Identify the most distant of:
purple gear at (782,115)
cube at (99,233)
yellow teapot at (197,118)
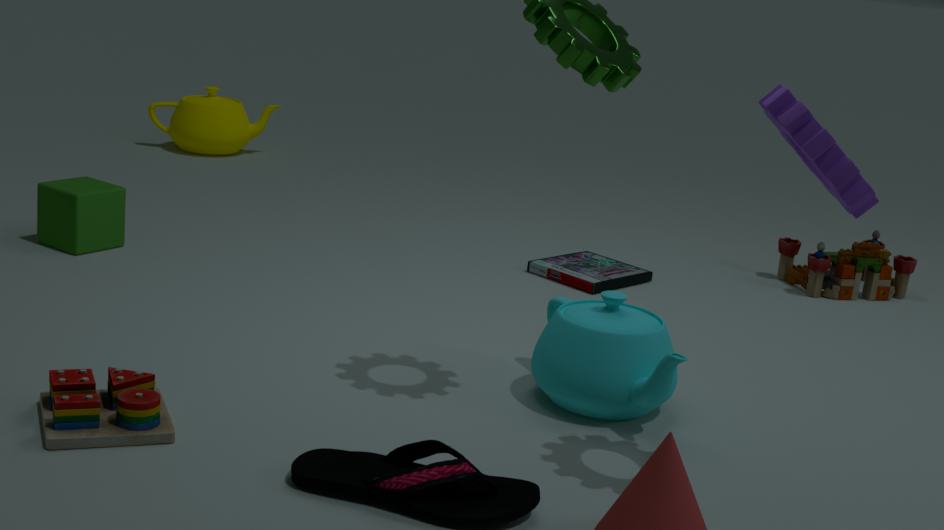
yellow teapot at (197,118)
